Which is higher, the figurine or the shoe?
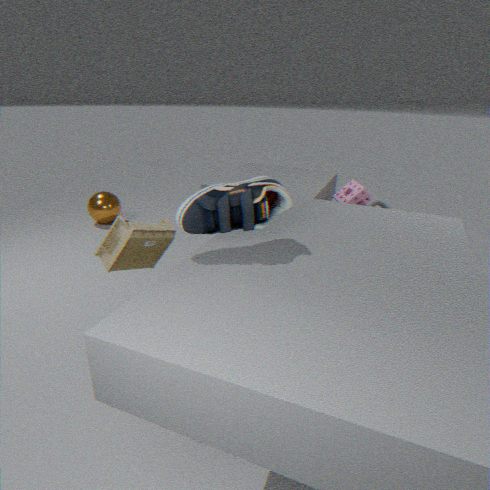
the shoe
